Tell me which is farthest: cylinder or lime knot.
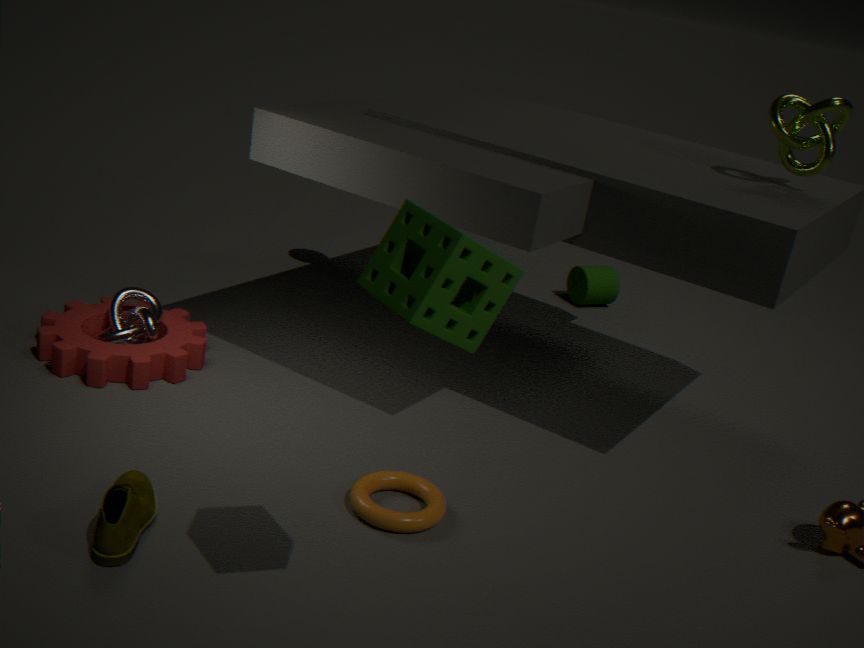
cylinder
